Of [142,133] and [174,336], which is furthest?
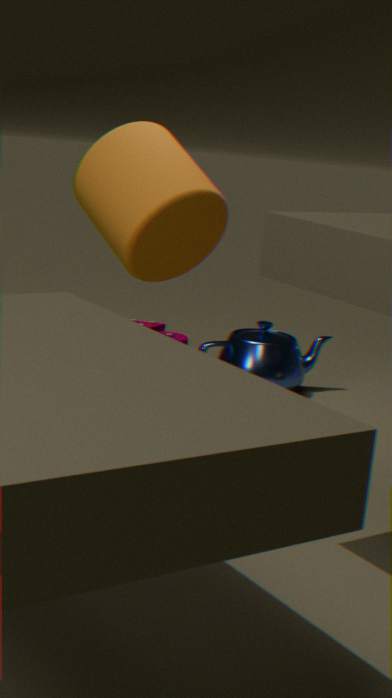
[174,336]
